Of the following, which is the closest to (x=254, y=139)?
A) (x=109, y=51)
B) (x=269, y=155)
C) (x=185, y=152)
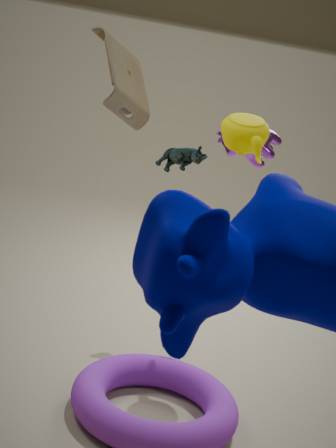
(x=269, y=155)
